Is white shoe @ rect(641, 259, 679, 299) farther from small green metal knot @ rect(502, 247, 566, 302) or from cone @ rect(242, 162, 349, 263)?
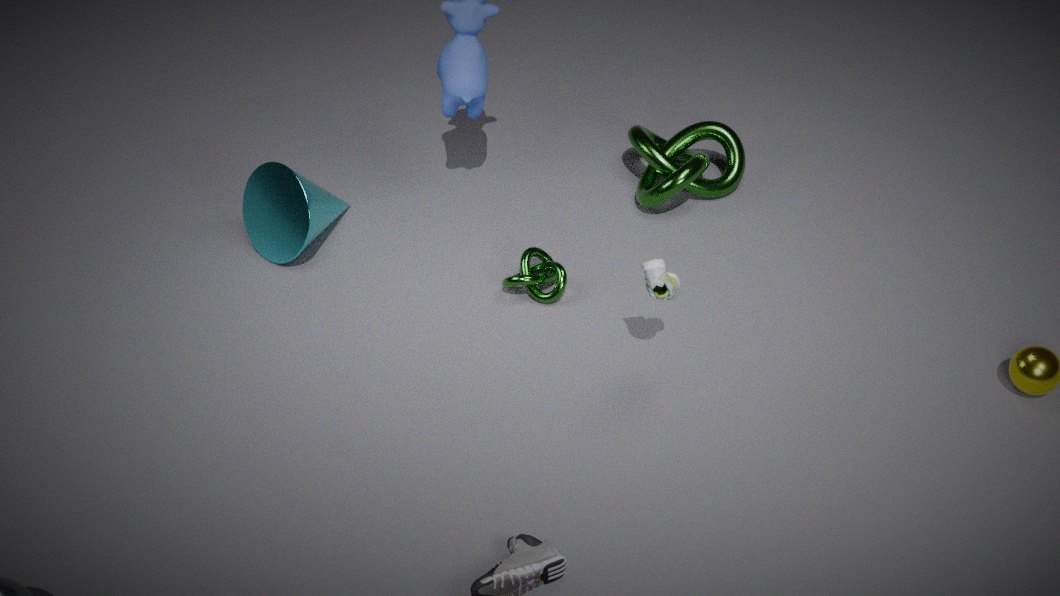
cone @ rect(242, 162, 349, 263)
